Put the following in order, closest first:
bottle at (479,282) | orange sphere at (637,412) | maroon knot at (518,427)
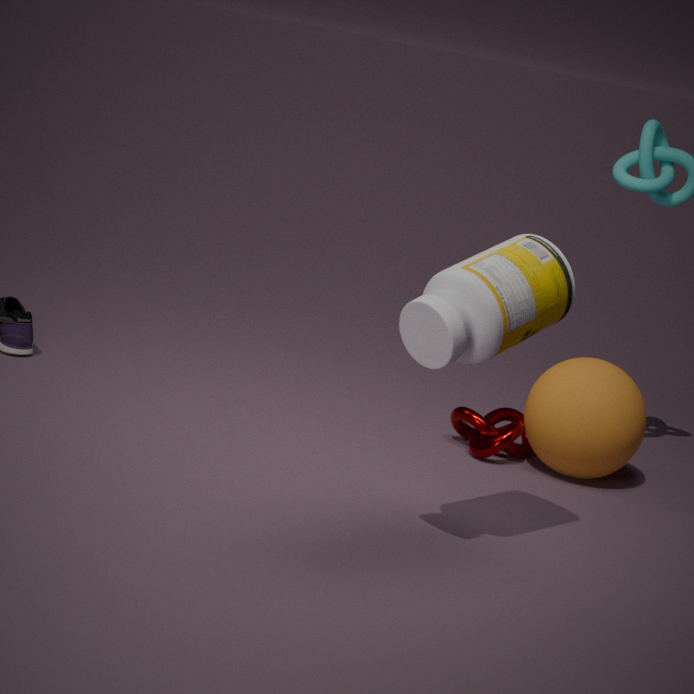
bottle at (479,282) < orange sphere at (637,412) < maroon knot at (518,427)
